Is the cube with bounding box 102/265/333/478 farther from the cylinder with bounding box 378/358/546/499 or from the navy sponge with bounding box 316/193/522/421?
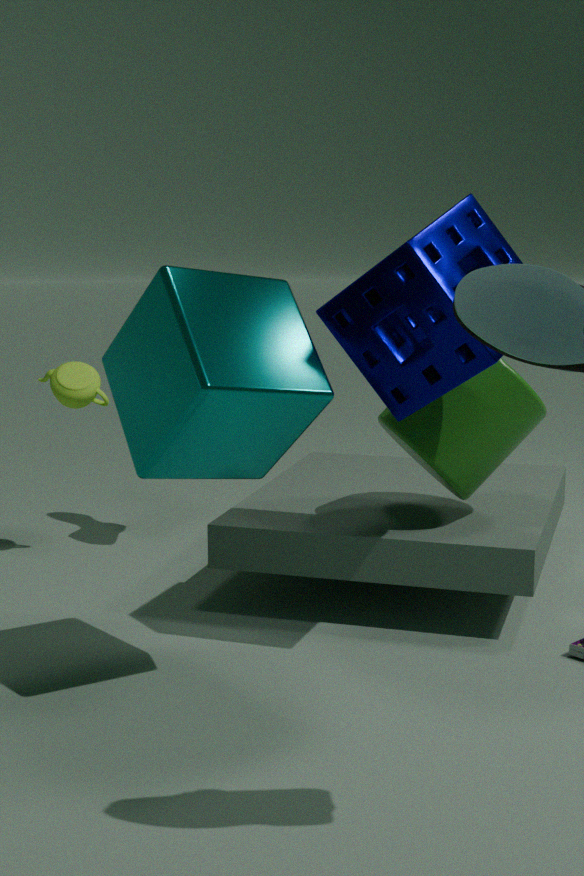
the cylinder with bounding box 378/358/546/499
